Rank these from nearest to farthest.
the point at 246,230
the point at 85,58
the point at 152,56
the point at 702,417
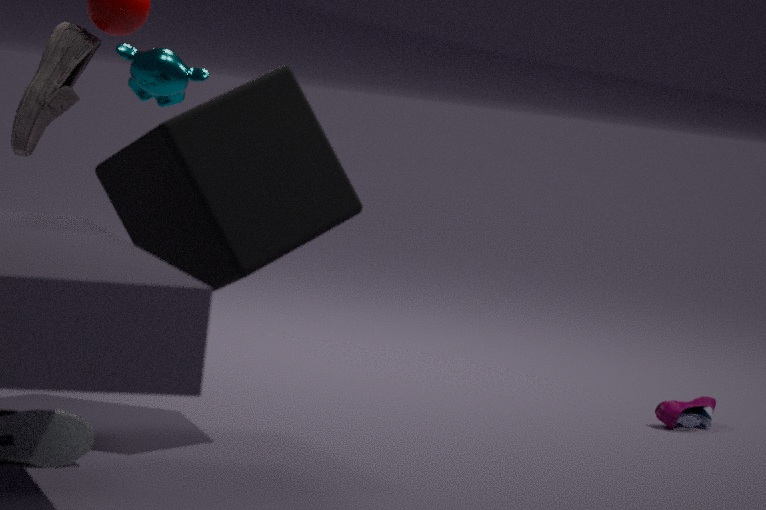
the point at 246,230 → the point at 152,56 → the point at 702,417 → the point at 85,58
